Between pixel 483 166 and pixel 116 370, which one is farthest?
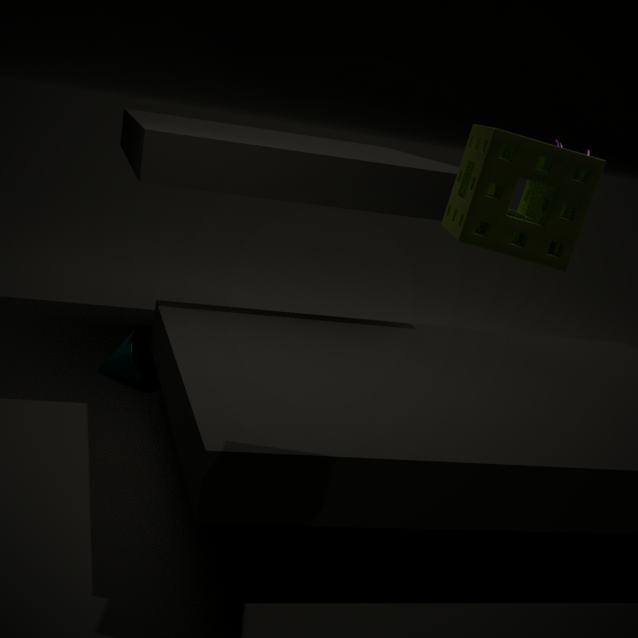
pixel 116 370
